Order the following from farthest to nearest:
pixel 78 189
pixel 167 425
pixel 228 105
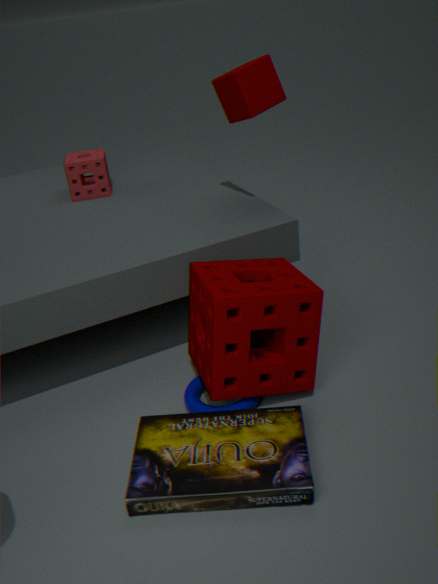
pixel 78 189 < pixel 228 105 < pixel 167 425
